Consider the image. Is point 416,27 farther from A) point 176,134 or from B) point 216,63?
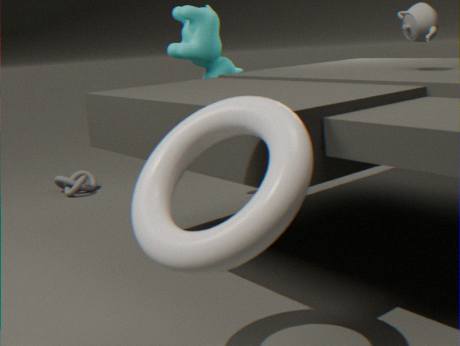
A) point 176,134
